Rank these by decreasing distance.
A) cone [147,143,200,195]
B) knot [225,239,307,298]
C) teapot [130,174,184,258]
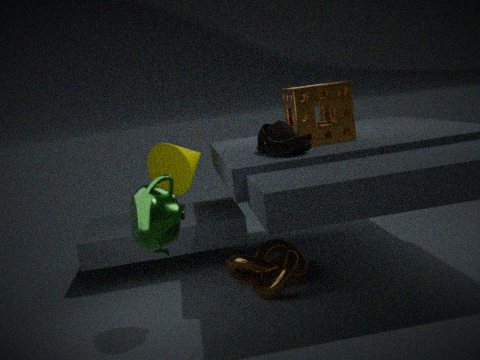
1. cone [147,143,200,195]
2. knot [225,239,307,298]
3. teapot [130,174,184,258]
